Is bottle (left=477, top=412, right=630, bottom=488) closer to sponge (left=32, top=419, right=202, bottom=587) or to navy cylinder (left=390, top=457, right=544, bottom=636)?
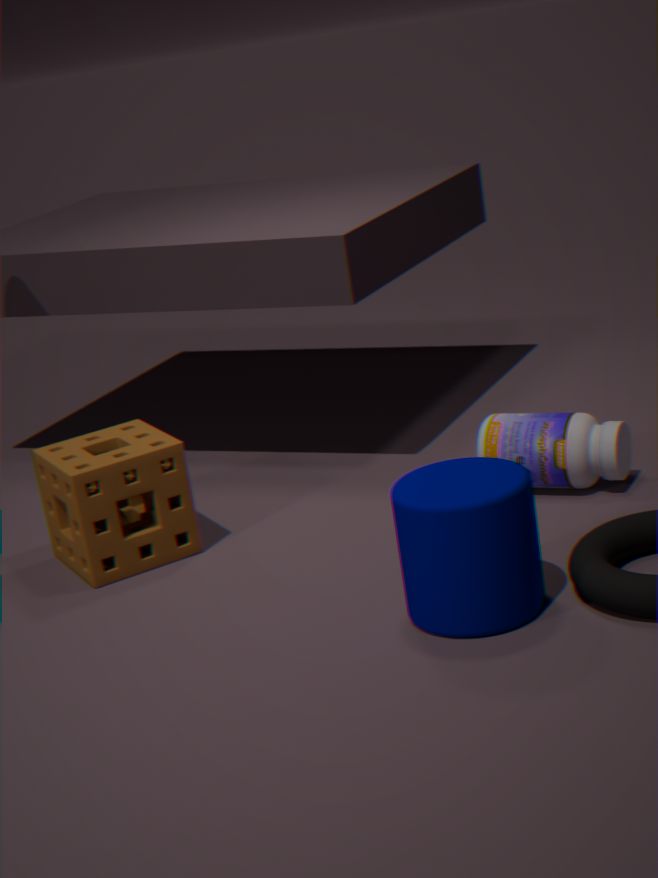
navy cylinder (left=390, top=457, right=544, bottom=636)
